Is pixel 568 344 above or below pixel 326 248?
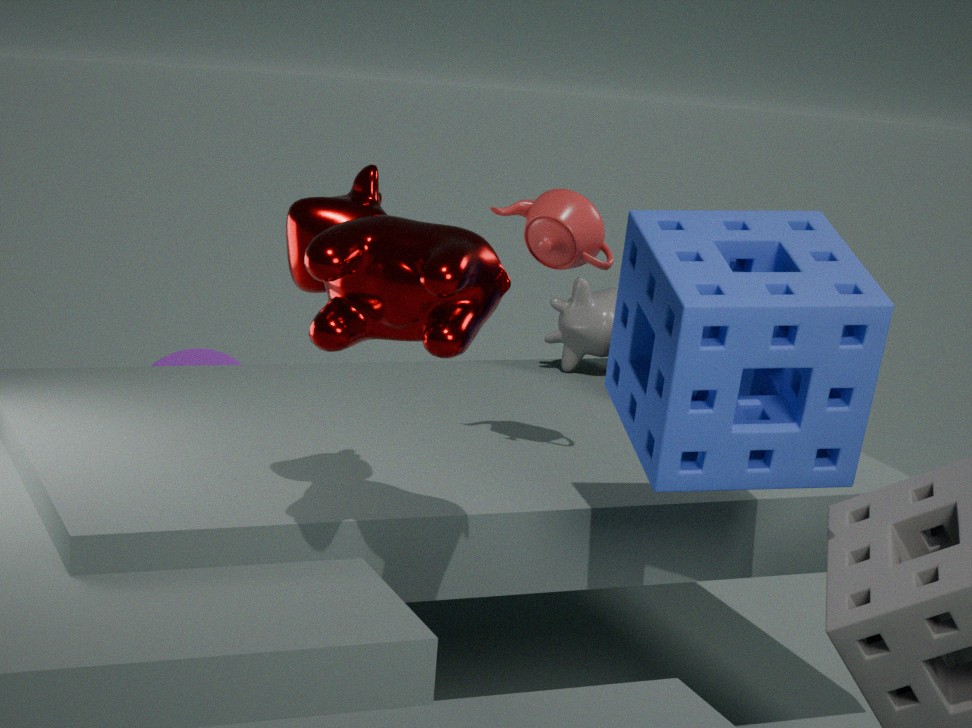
below
